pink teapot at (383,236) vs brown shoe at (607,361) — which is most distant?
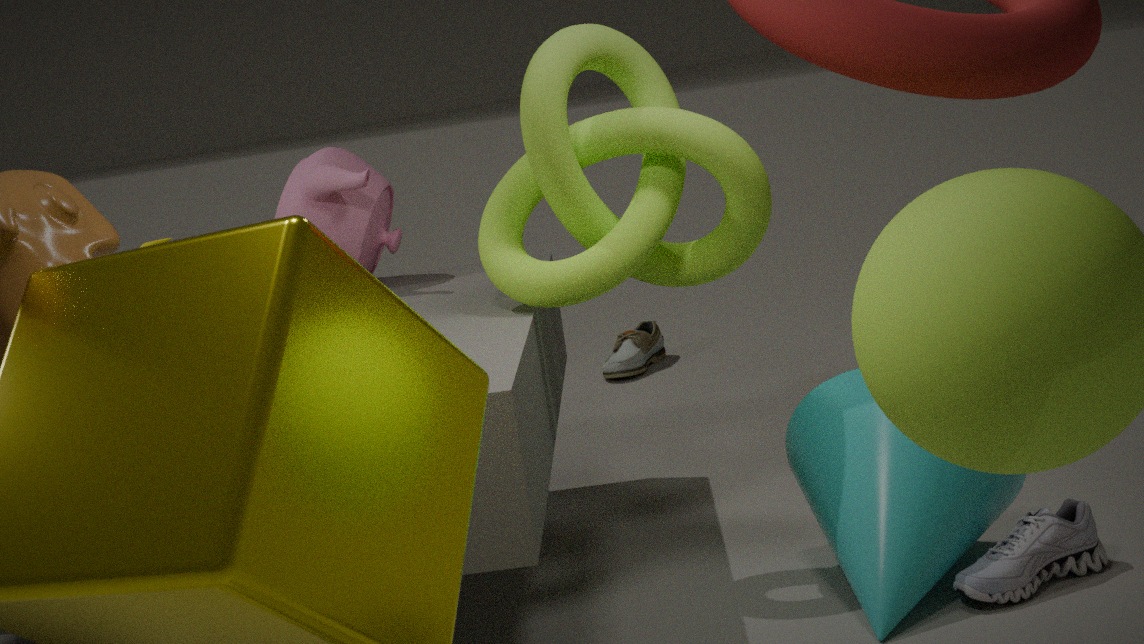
brown shoe at (607,361)
